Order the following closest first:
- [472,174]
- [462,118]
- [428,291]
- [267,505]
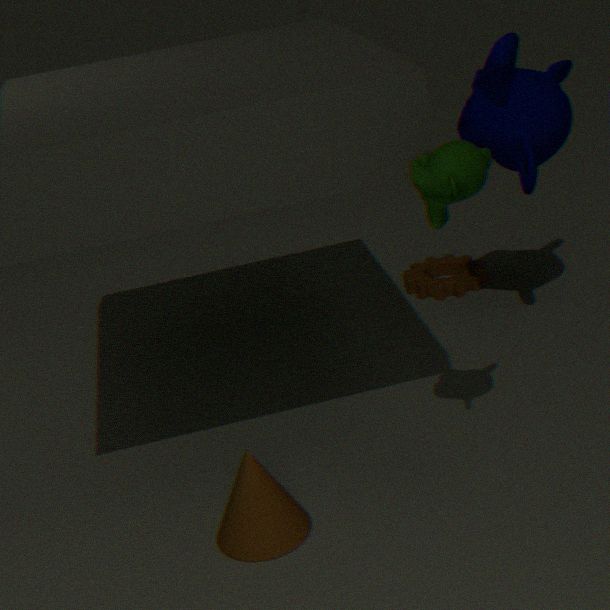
[472,174]
[267,505]
[462,118]
[428,291]
